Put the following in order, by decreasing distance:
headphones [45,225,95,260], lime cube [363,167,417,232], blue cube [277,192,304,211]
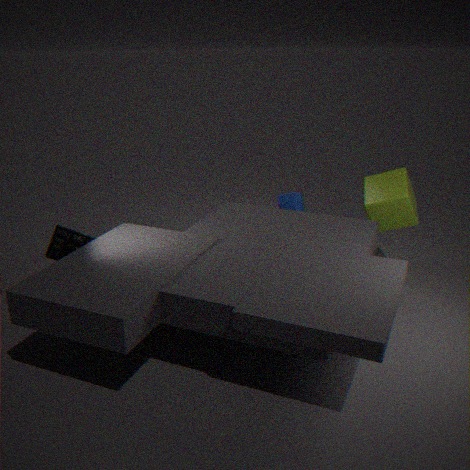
blue cube [277,192,304,211] → lime cube [363,167,417,232] → headphones [45,225,95,260]
